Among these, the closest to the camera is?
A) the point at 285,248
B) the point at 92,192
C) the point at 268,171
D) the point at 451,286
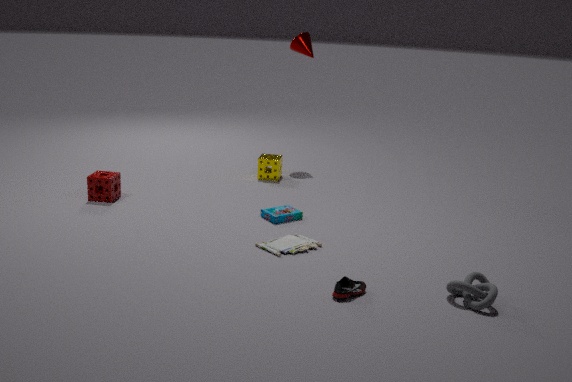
the point at 451,286
